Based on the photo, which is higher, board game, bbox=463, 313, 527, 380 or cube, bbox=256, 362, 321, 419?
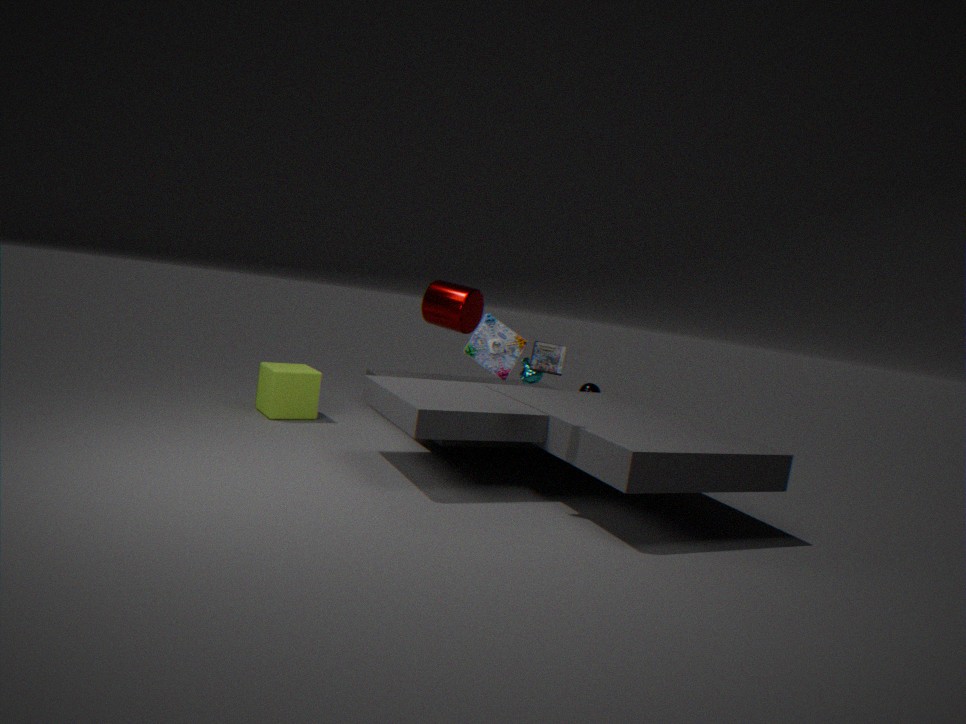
board game, bbox=463, 313, 527, 380
